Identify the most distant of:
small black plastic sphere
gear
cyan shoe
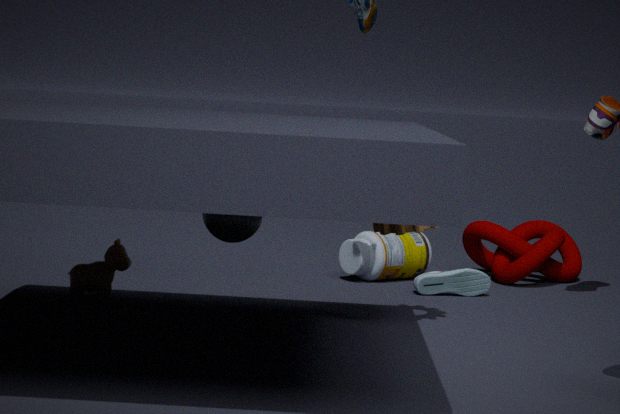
cyan shoe
